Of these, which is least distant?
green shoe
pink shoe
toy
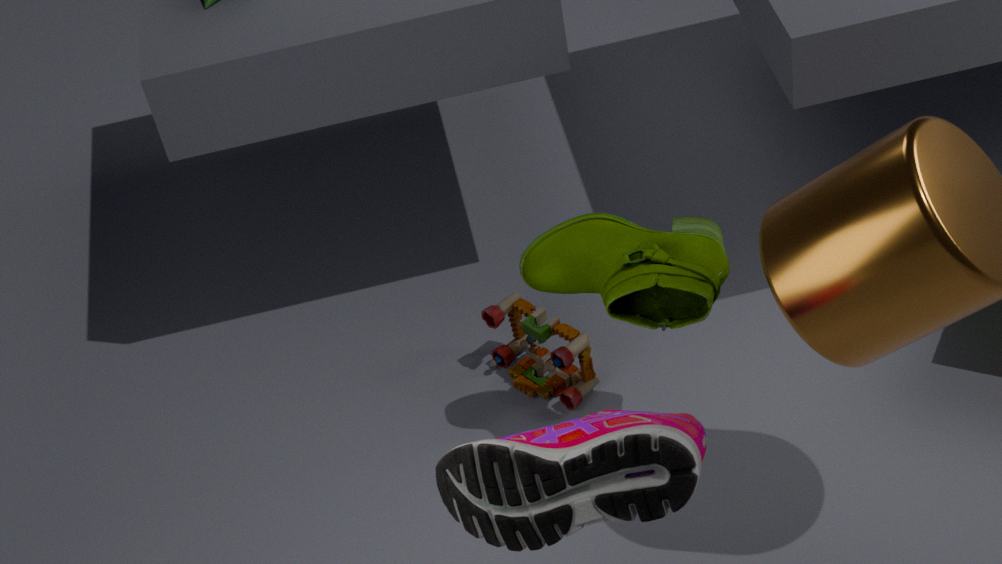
pink shoe
